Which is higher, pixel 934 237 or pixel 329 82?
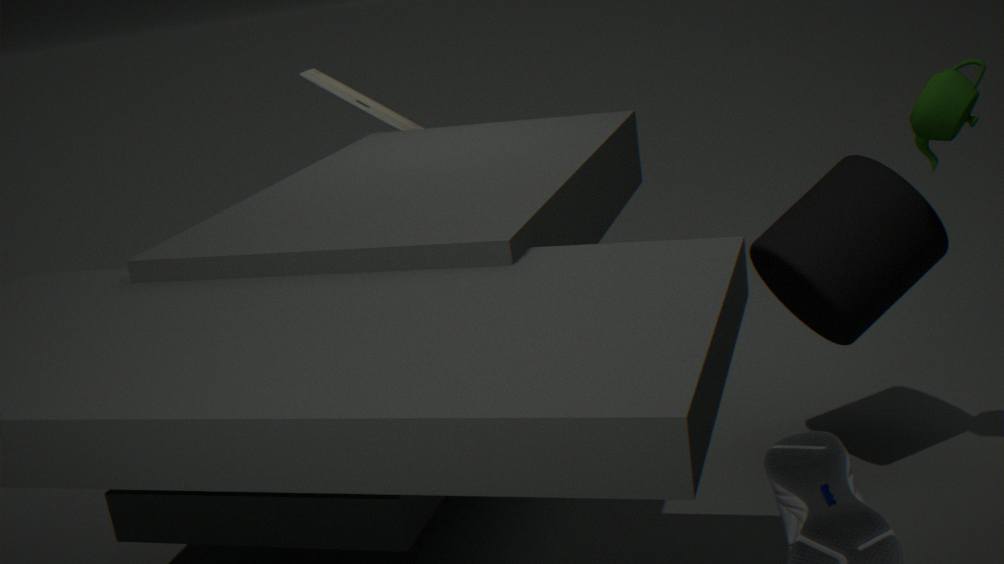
pixel 329 82
